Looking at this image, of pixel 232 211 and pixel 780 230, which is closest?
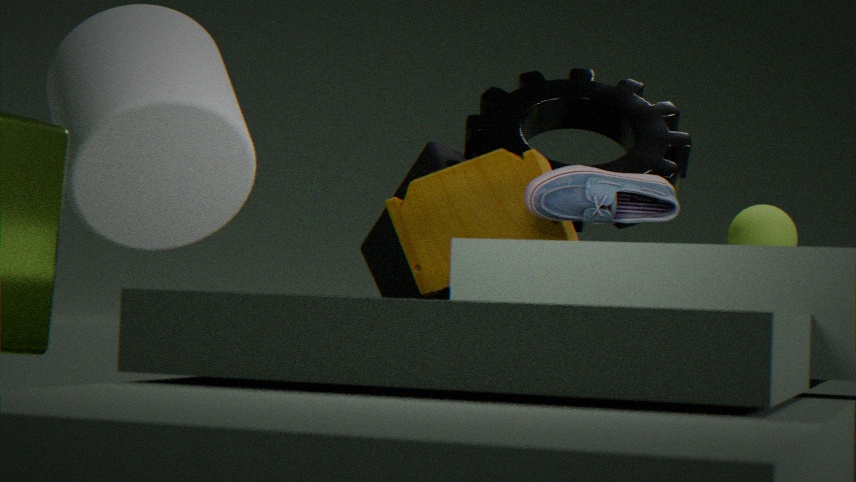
pixel 232 211
